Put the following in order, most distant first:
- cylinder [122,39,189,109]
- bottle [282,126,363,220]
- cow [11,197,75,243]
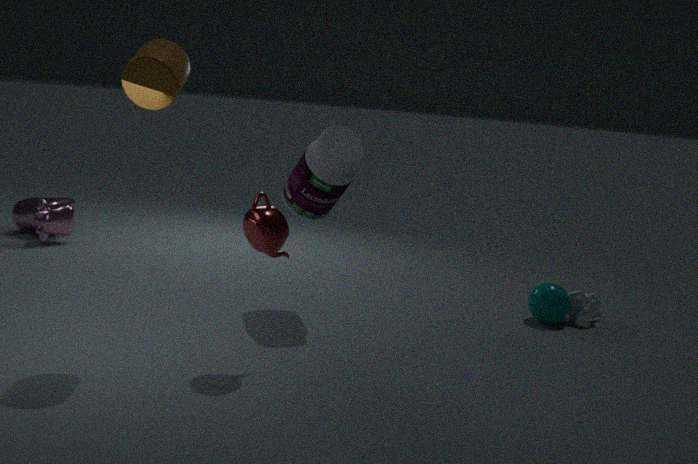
1. cow [11,197,75,243]
2. bottle [282,126,363,220]
3. cylinder [122,39,189,109]
